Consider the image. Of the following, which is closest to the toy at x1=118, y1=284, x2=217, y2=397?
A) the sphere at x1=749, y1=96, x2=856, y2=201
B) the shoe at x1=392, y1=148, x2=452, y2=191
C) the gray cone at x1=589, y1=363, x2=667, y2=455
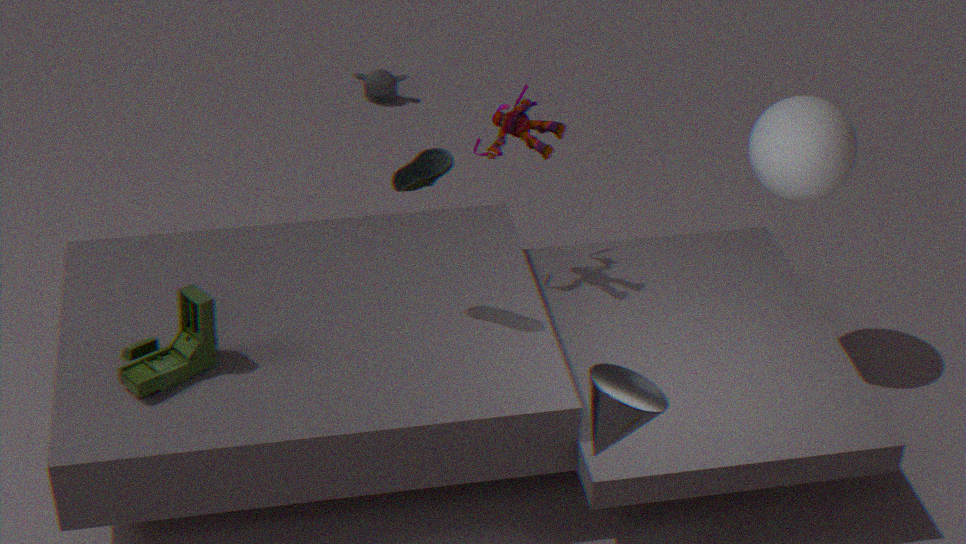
the shoe at x1=392, y1=148, x2=452, y2=191
